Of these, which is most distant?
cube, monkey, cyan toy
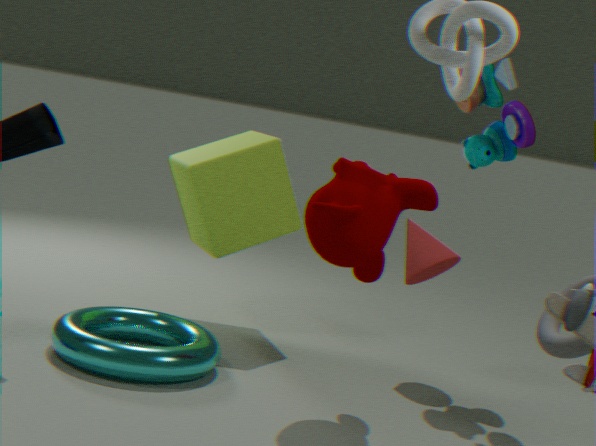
cube
